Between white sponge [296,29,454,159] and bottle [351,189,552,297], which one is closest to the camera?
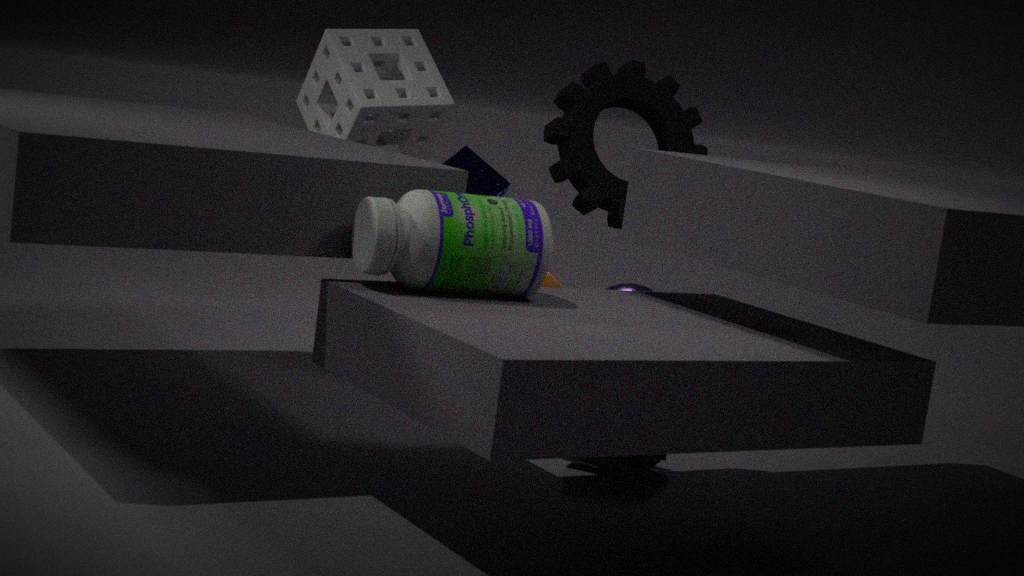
bottle [351,189,552,297]
